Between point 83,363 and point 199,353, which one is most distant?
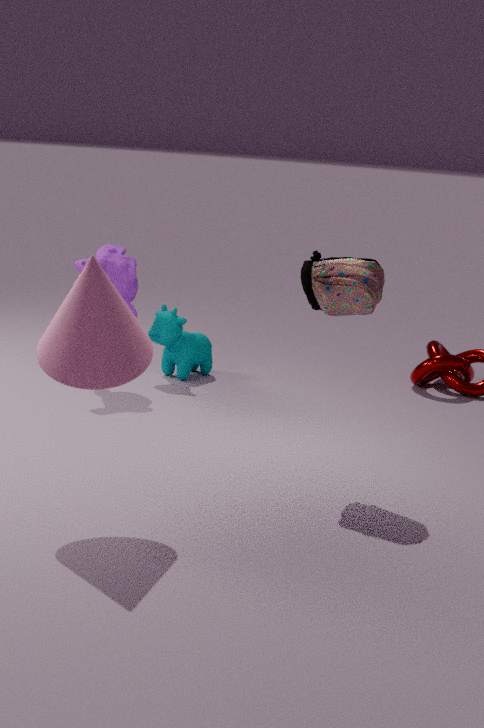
point 199,353
